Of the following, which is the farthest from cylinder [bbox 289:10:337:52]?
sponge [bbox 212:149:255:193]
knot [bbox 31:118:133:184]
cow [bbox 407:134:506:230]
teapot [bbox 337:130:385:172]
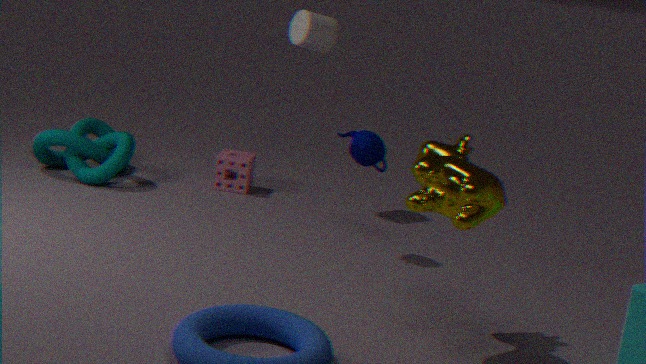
cow [bbox 407:134:506:230]
